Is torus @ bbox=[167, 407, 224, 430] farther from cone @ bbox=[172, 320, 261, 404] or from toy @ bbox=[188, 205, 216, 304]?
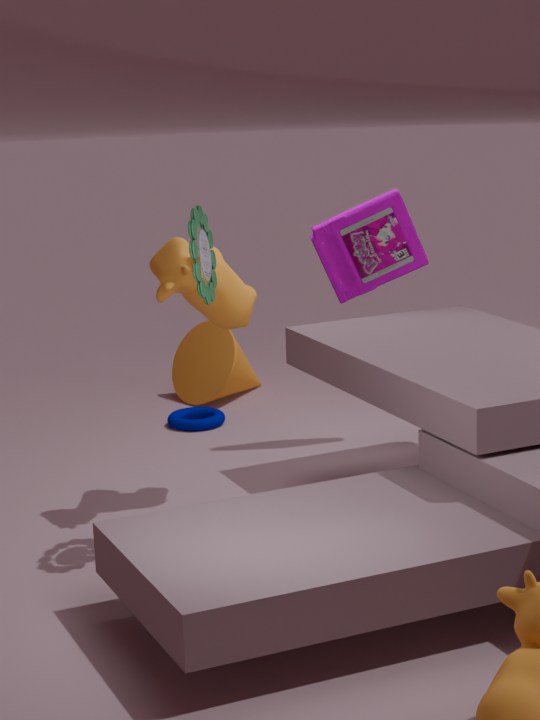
toy @ bbox=[188, 205, 216, 304]
